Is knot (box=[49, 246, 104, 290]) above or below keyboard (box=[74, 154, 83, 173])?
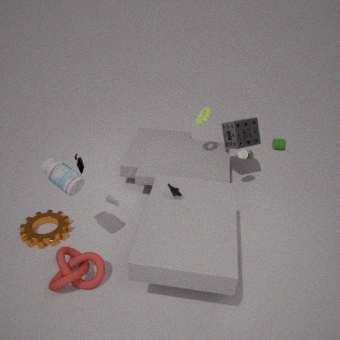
below
